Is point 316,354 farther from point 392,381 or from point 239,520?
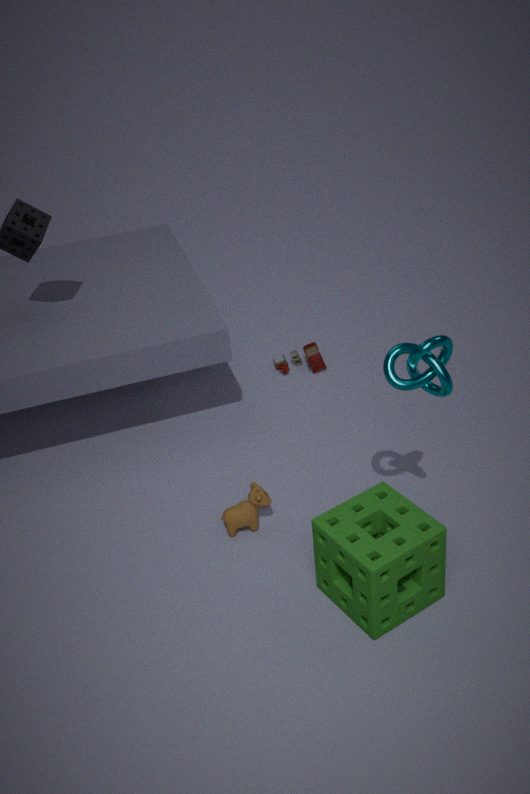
point 392,381
